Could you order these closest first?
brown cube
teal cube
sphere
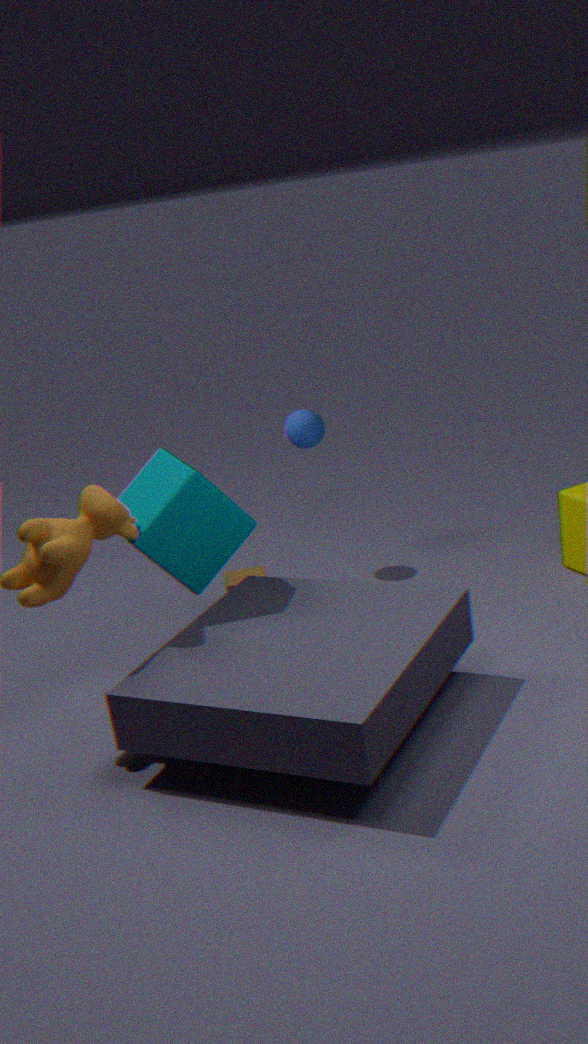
1. teal cube
2. brown cube
3. sphere
